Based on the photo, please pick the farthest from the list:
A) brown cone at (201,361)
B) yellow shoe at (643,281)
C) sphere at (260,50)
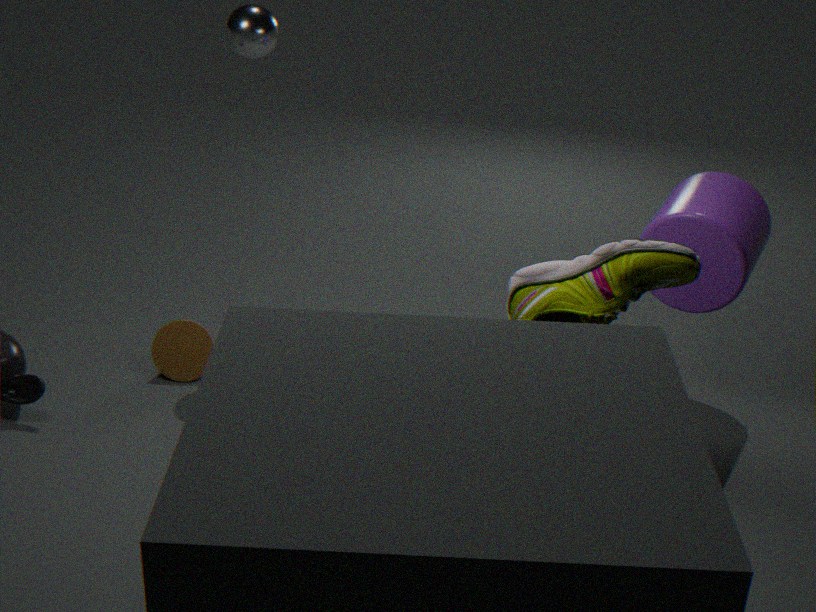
brown cone at (201,361)
